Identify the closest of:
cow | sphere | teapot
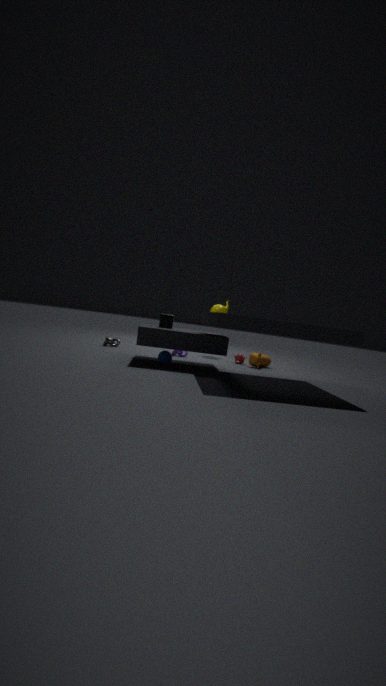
sphere
